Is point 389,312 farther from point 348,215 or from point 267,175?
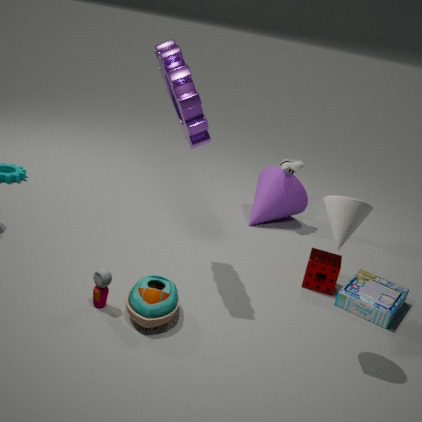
point 267,175
